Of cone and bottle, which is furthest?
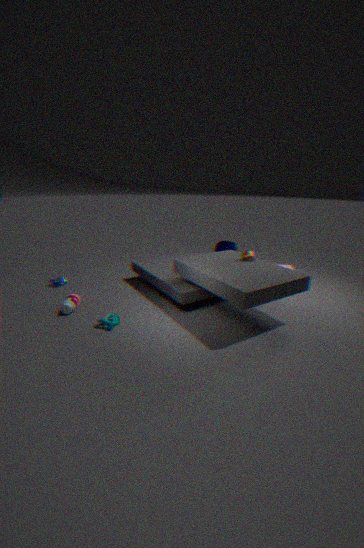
cone
